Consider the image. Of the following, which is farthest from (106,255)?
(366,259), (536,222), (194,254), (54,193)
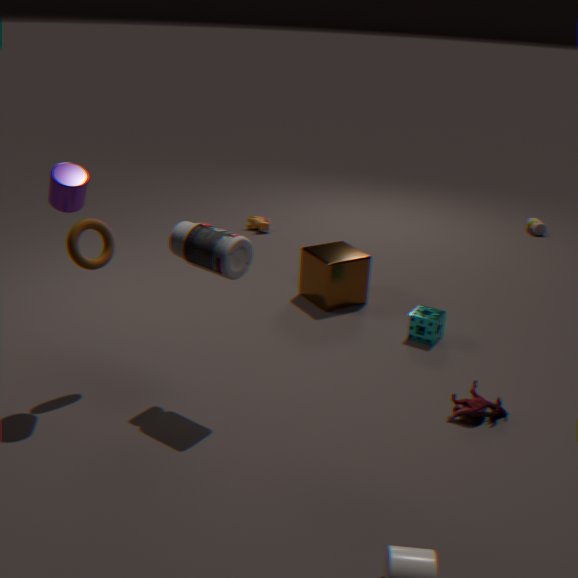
(536,222)
